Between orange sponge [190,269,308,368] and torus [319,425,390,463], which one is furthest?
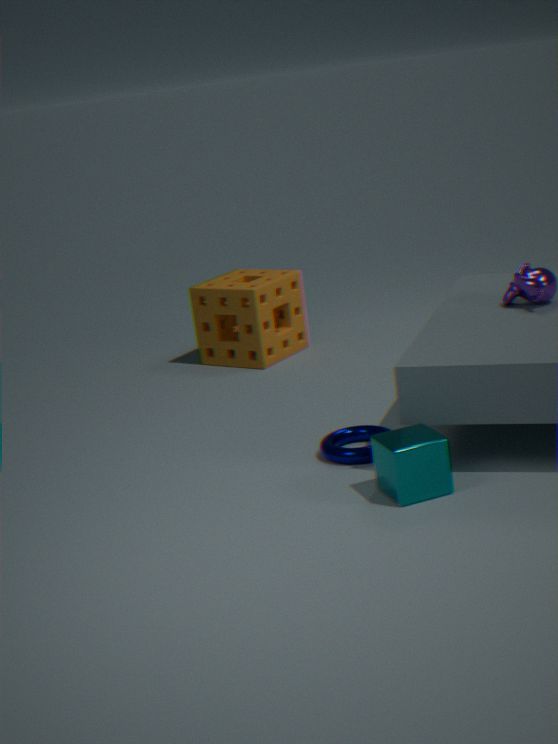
orange sponge [190,269,308,368]
